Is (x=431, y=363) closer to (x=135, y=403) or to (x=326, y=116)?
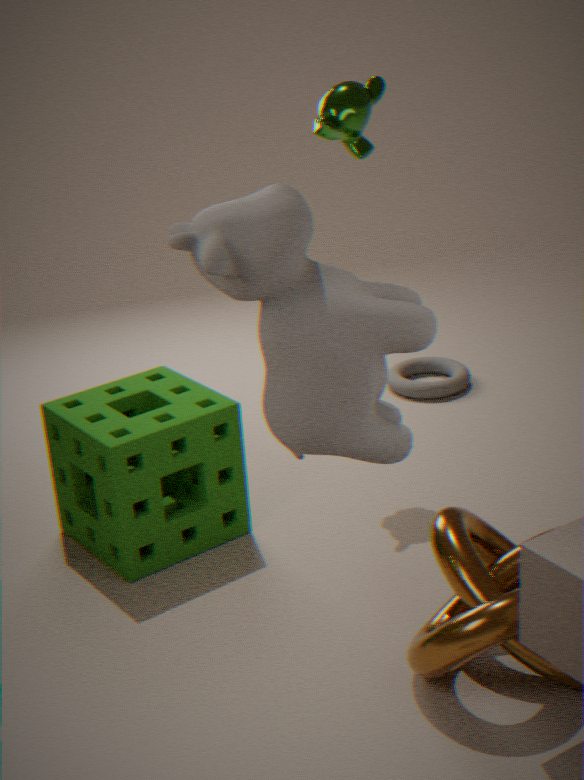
(x=326, y=116)
